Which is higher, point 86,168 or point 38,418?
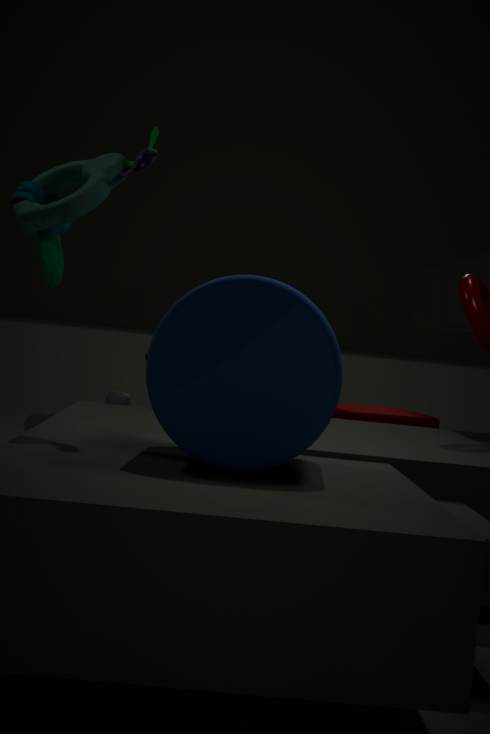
point 86,168
